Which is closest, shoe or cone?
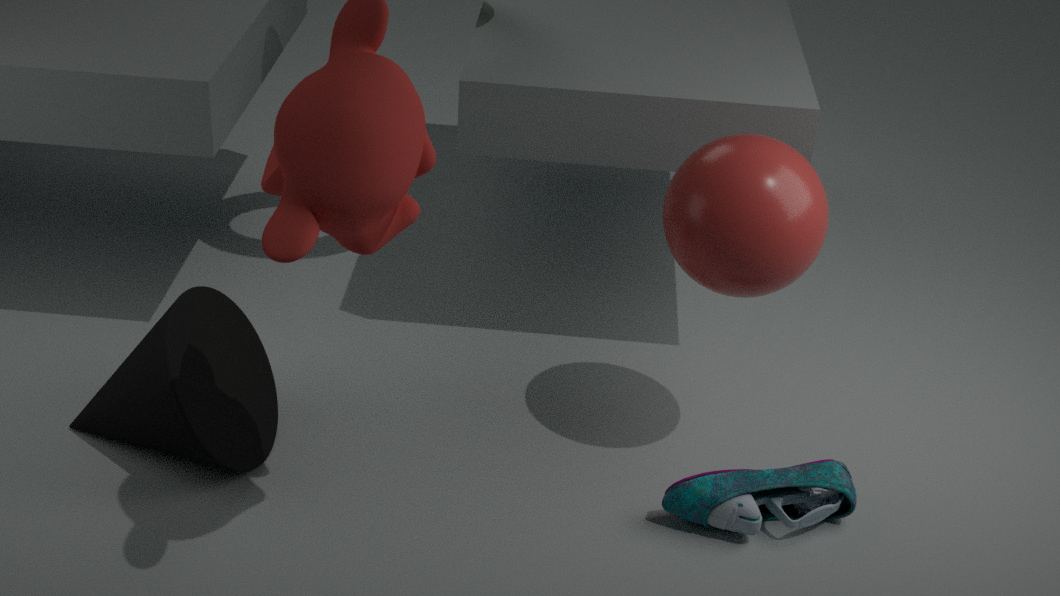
cone
